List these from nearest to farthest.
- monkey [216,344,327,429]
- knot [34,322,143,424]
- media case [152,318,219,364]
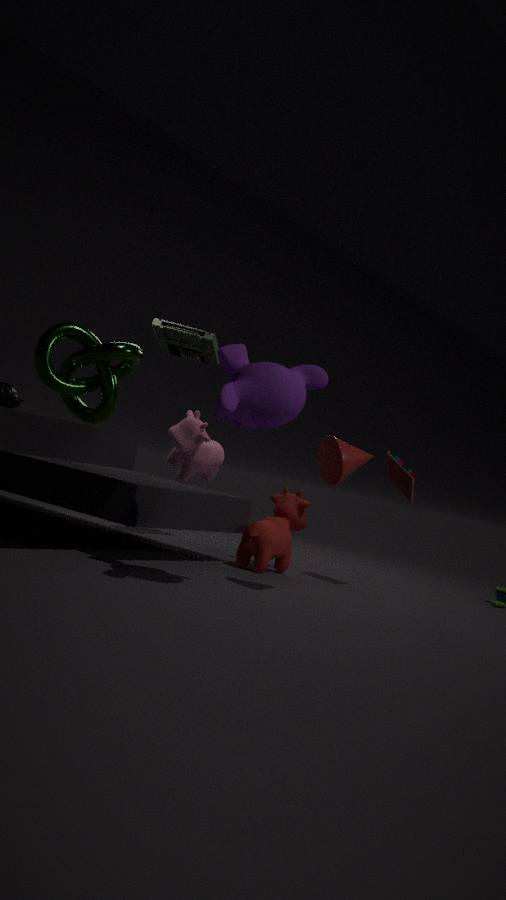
monkey [216,344,327,429], knot [34,322,143,424], media case [152,318,219,364]
